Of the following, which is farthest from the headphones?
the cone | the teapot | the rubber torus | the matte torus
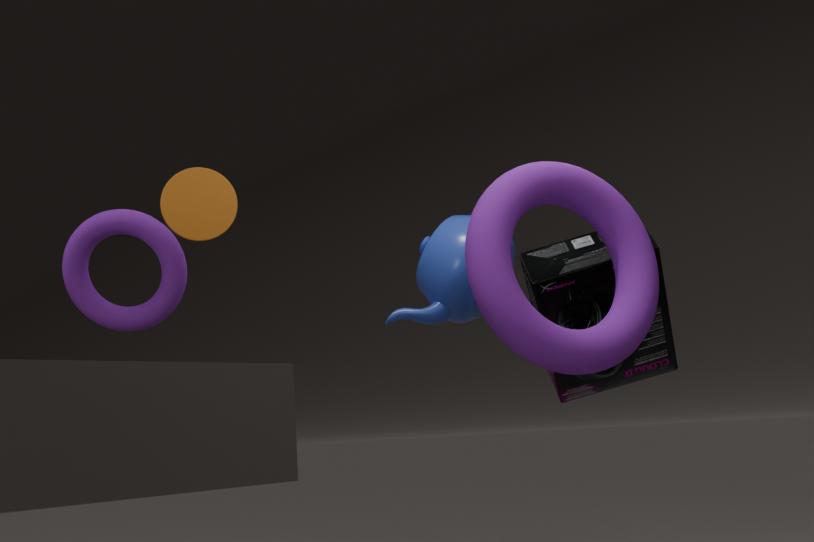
the rubber torus
